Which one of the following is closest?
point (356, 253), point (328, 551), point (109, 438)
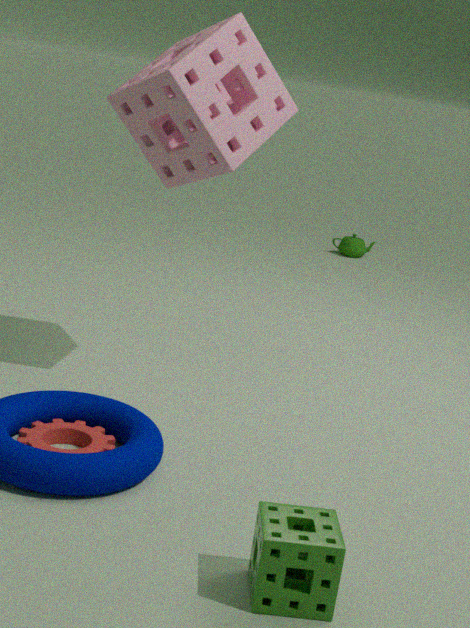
point (328, 551)
